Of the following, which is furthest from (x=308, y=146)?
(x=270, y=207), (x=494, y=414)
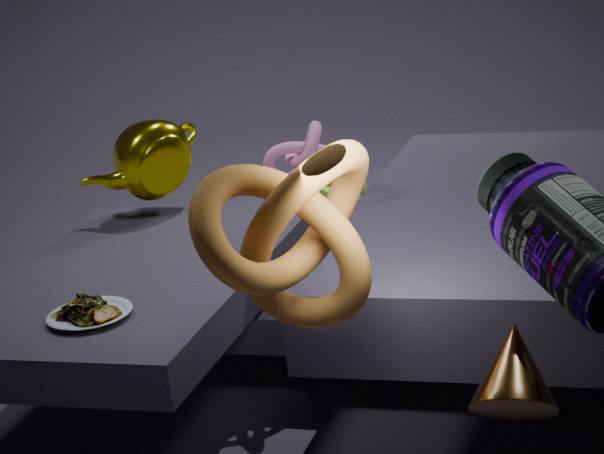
(x=494, y=414)
